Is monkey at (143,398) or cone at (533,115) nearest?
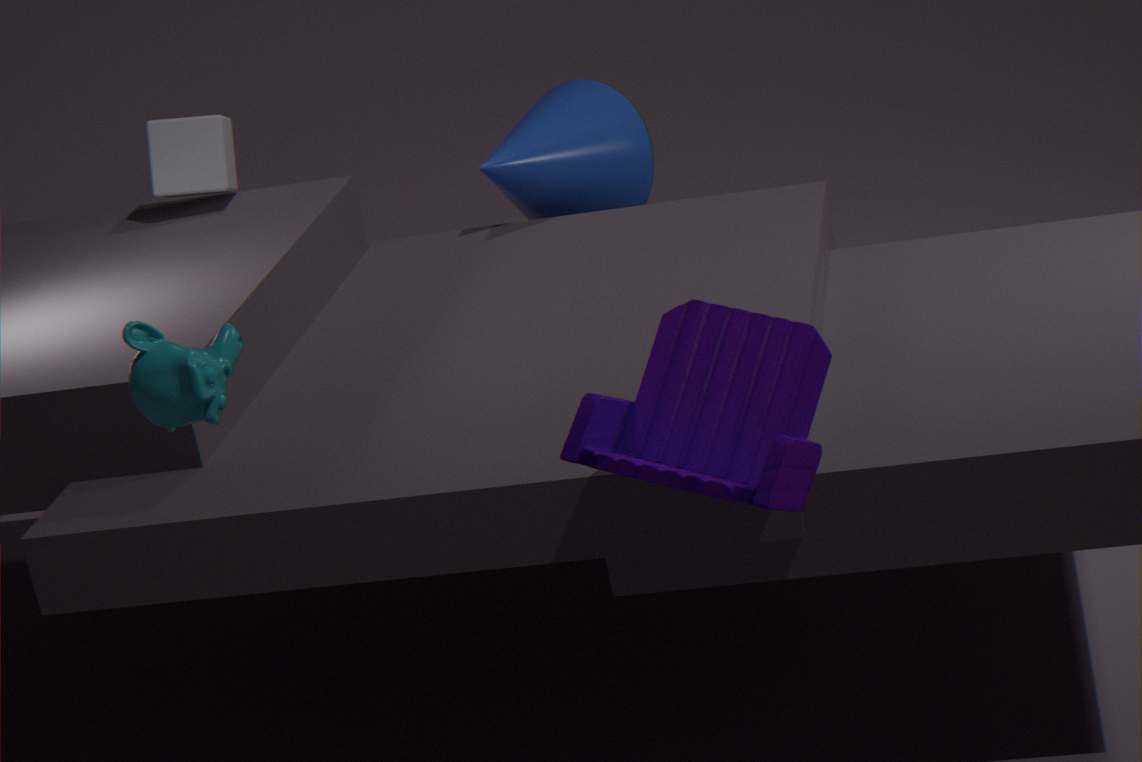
monkey at (143,398)
